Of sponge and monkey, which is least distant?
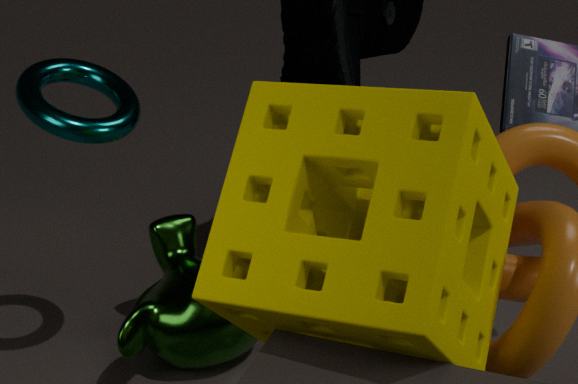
sponge
